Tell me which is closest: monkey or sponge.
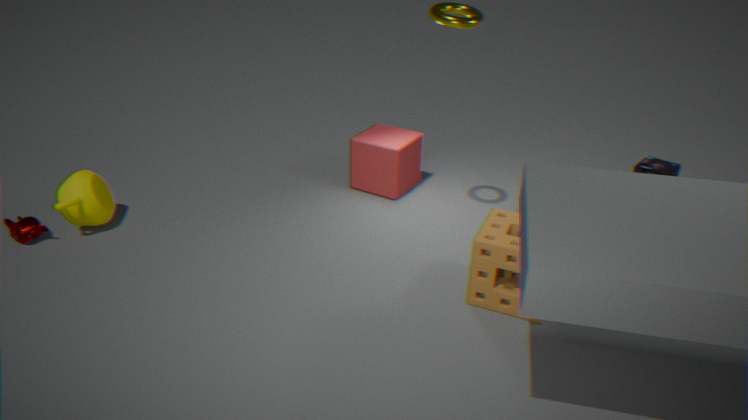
sponge
